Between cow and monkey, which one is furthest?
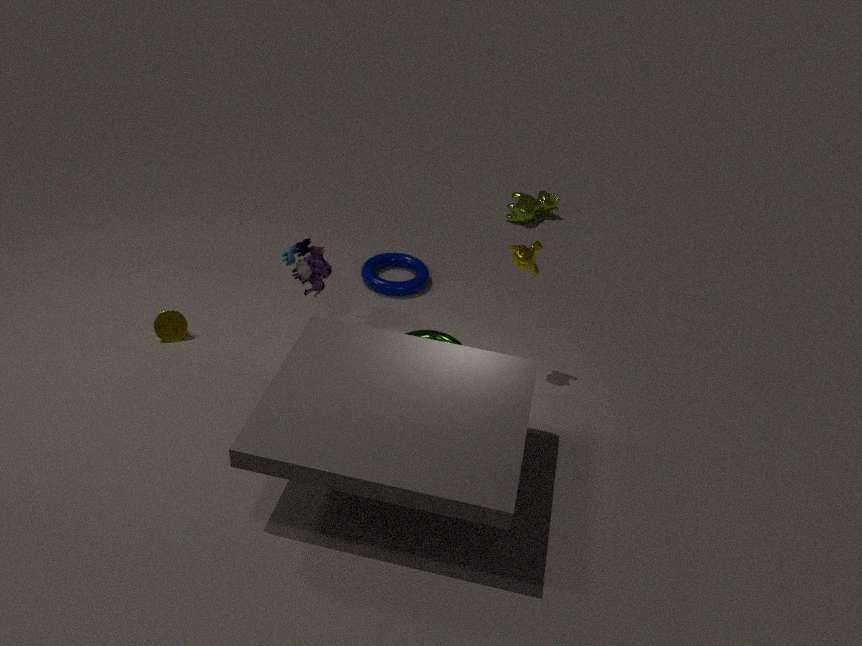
cow
